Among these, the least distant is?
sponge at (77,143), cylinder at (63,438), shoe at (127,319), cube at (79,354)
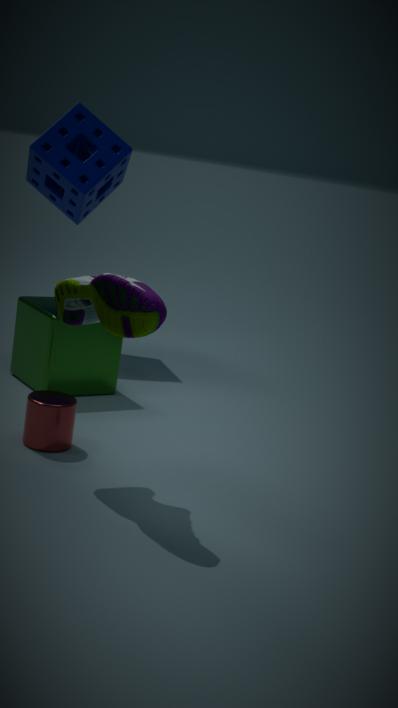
shoe at (127,319)
